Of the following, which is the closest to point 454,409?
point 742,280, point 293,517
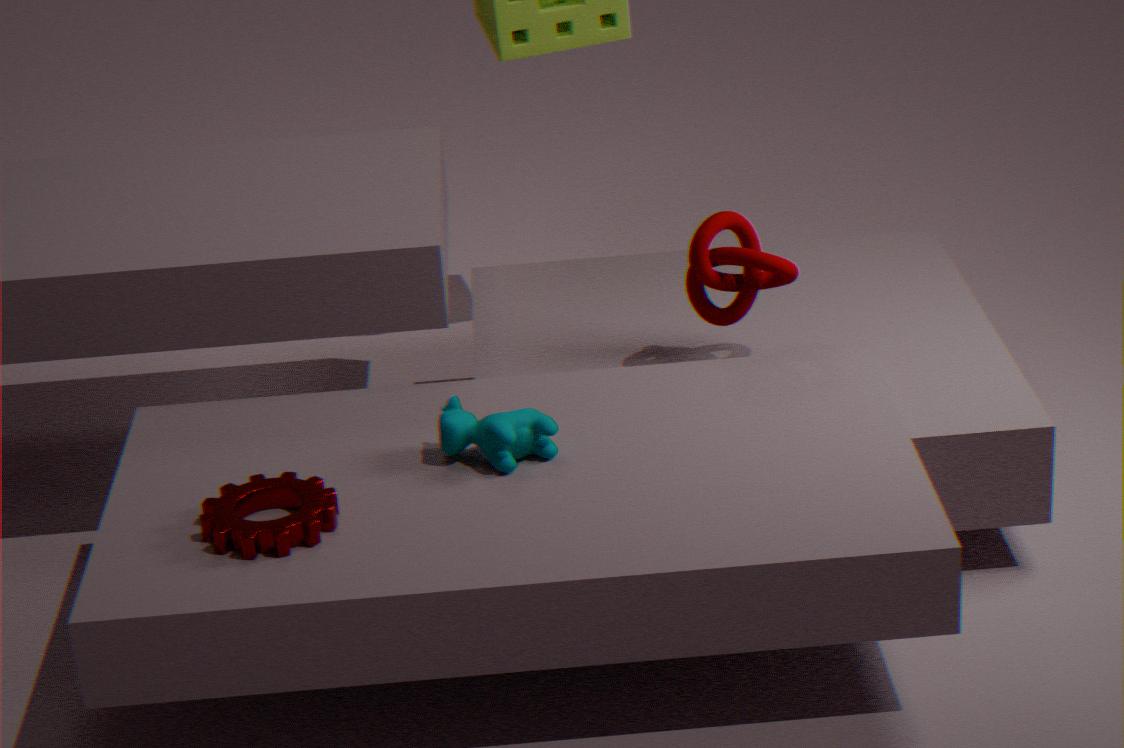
point 293,517
